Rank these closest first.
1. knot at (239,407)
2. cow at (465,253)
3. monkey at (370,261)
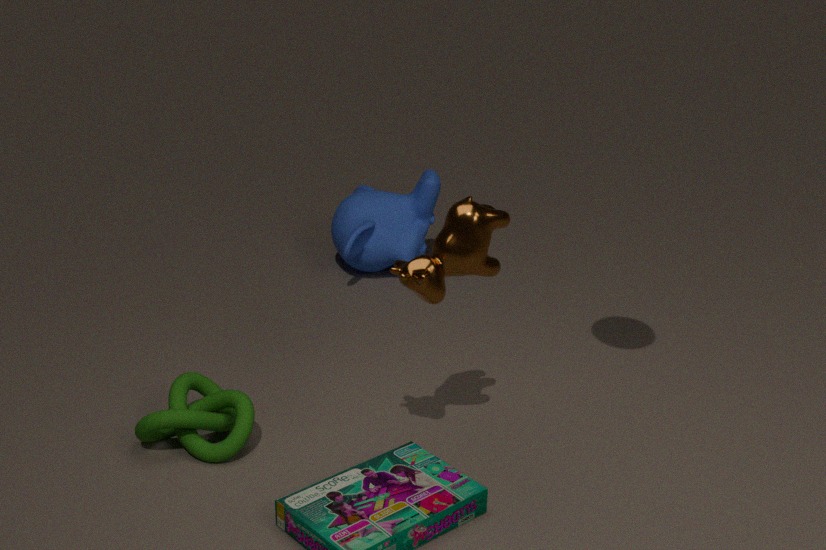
cow at (465,253) < knot at (239,407) < monkey at (370,261)
